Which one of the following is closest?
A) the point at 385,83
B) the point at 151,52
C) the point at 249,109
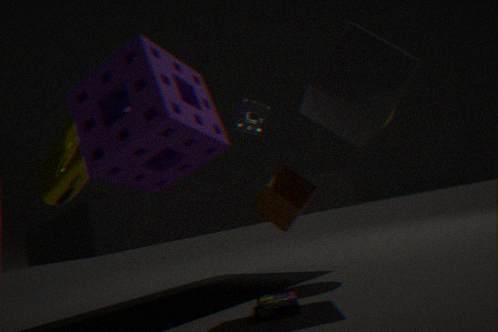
the point at 151,52
